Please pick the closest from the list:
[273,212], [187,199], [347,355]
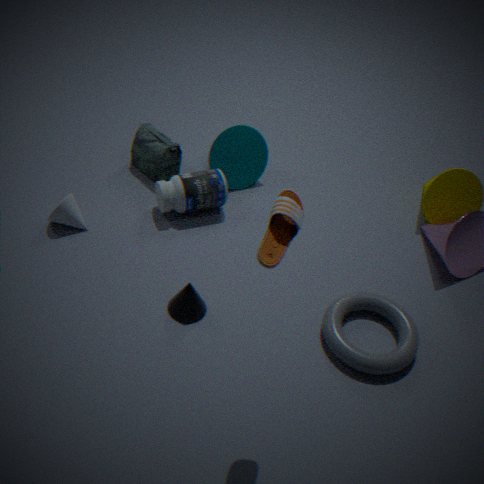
[273,212]
